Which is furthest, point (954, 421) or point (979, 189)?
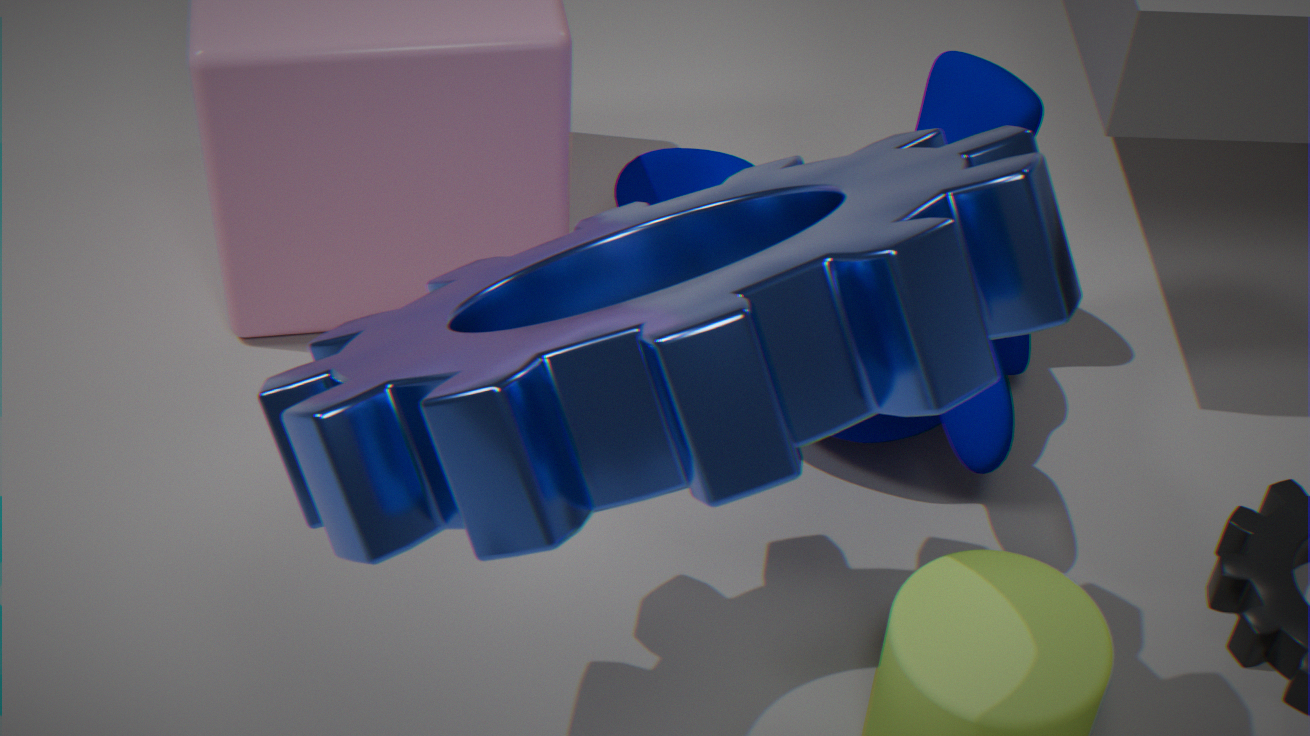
point (954, 421)
